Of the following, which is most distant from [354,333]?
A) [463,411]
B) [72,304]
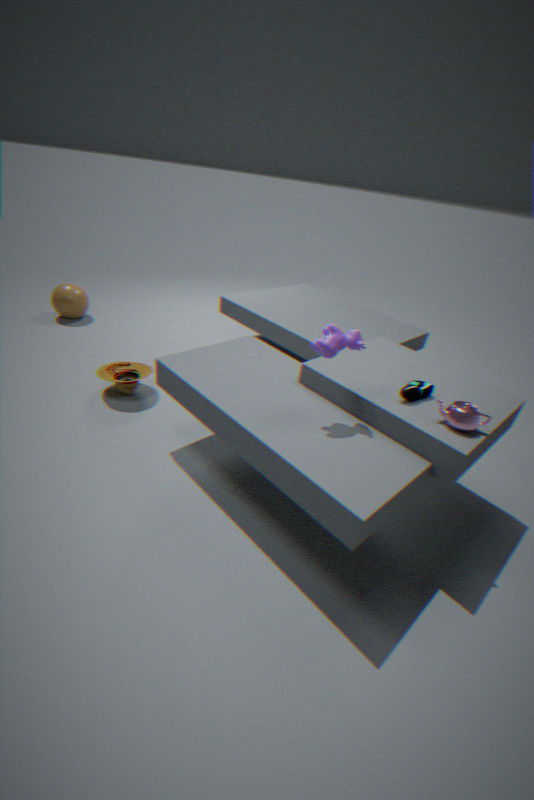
[72,304]
